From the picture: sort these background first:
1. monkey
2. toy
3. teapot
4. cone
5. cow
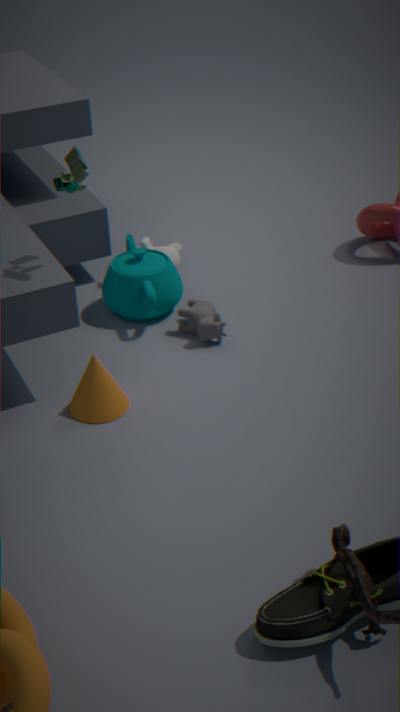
1. monkey
2. teapot
3. cow
4. cone
5. toy
